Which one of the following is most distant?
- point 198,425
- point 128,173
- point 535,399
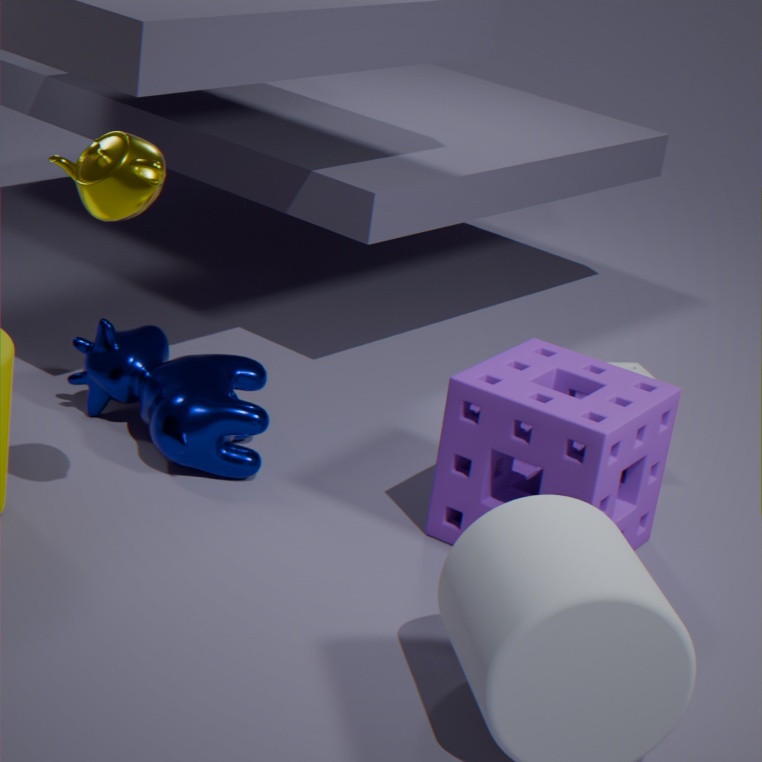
point 198,425
